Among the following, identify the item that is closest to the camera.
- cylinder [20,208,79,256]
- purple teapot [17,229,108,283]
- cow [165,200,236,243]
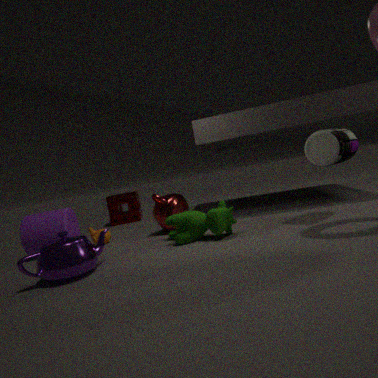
purple teapot [17,229,108,283]
